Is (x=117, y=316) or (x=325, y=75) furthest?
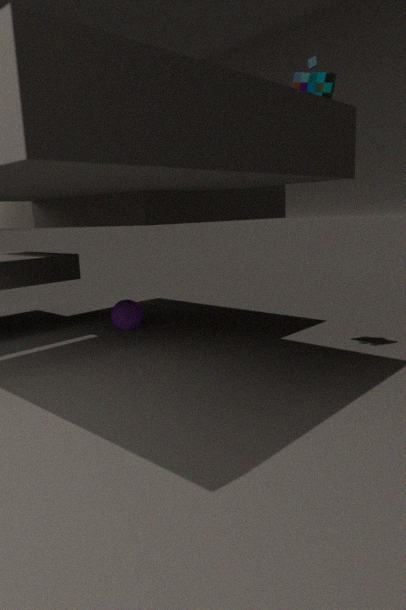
(x=117, y=316)
